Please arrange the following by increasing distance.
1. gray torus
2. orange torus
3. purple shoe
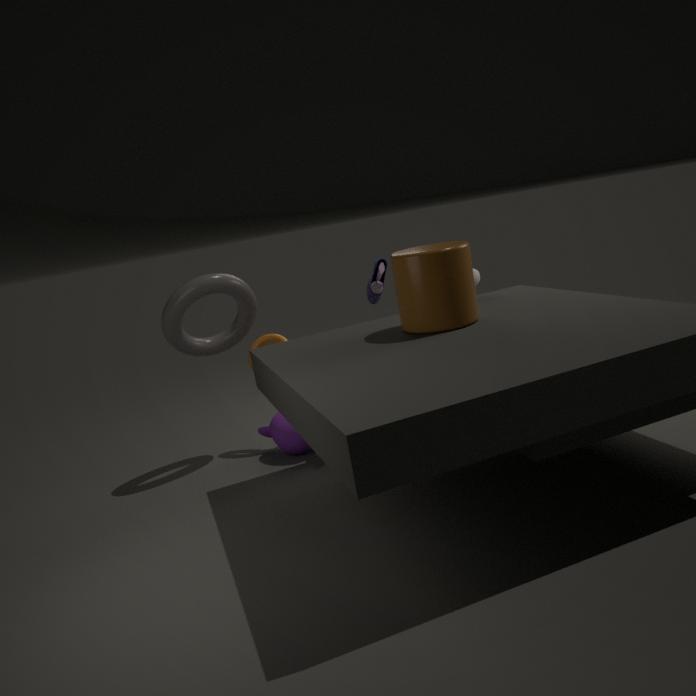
gray torus
orange torus
purple shoe
